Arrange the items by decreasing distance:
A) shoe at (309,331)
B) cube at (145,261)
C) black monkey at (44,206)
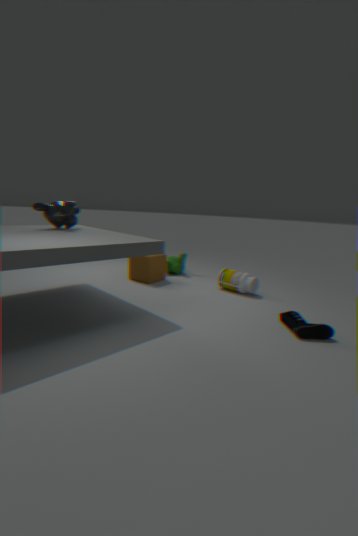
cube at (145,261) → black monkey at (44,206) → shoe at (309,331)
